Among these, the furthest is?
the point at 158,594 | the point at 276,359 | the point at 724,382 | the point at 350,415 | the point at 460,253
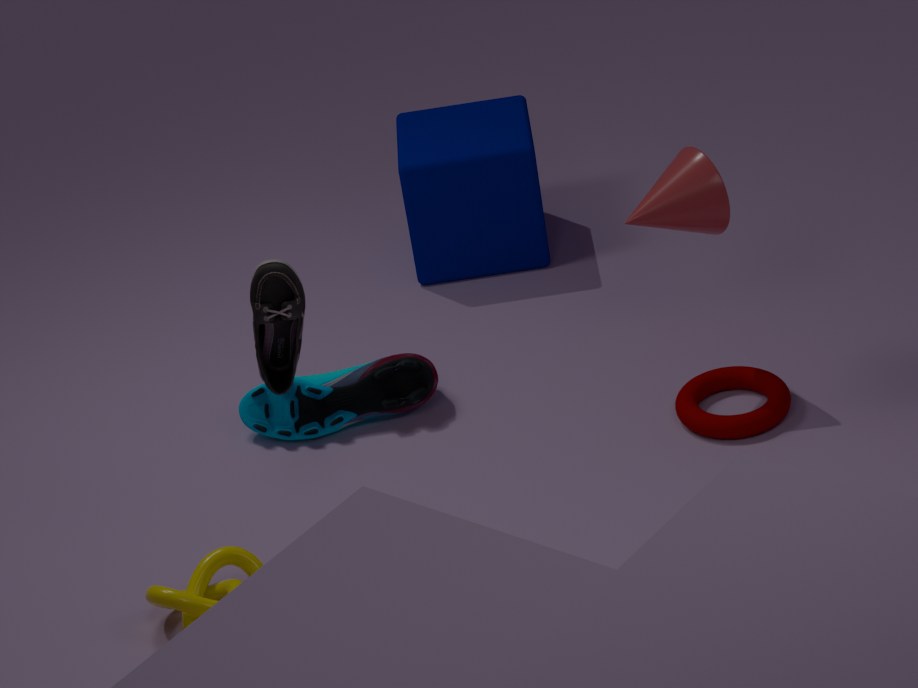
the point at 460,253
